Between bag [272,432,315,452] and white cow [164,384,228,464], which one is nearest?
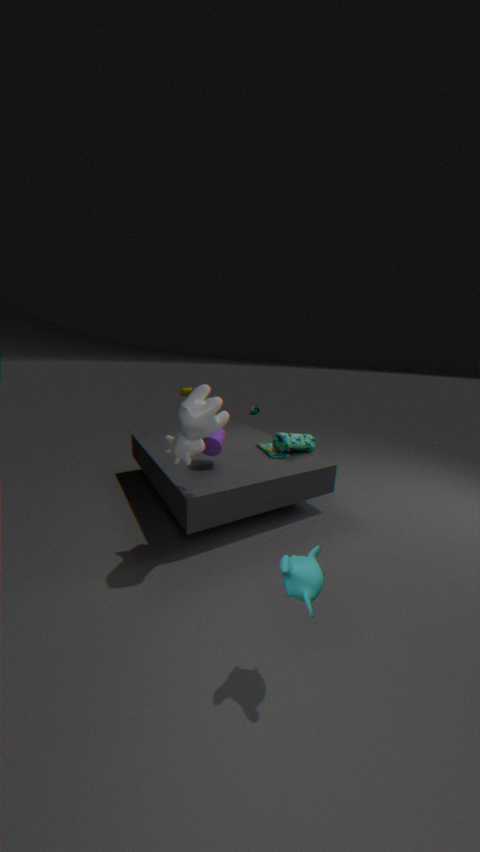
white cow [164,384,228,464]
